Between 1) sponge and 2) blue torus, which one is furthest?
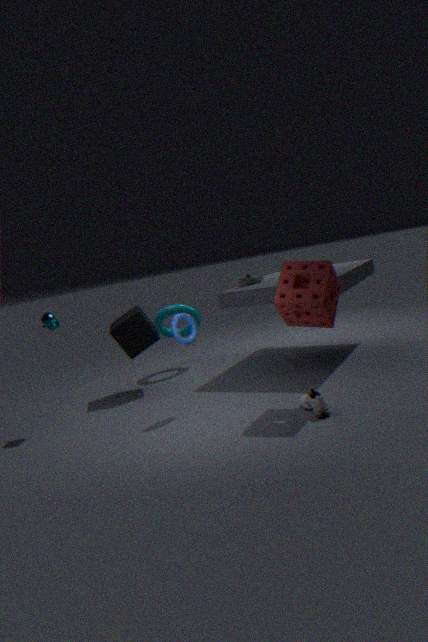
2. blue torus
